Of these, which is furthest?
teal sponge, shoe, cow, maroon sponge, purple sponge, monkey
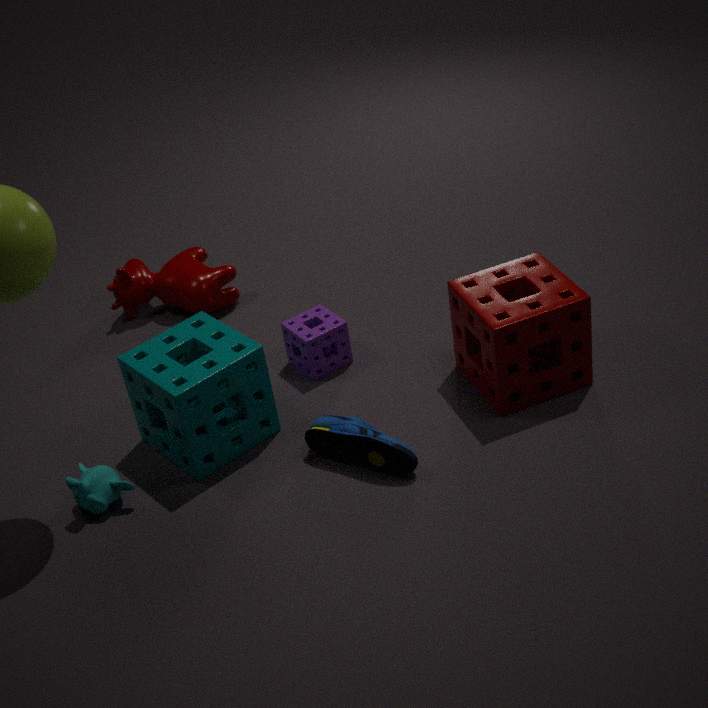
cow
